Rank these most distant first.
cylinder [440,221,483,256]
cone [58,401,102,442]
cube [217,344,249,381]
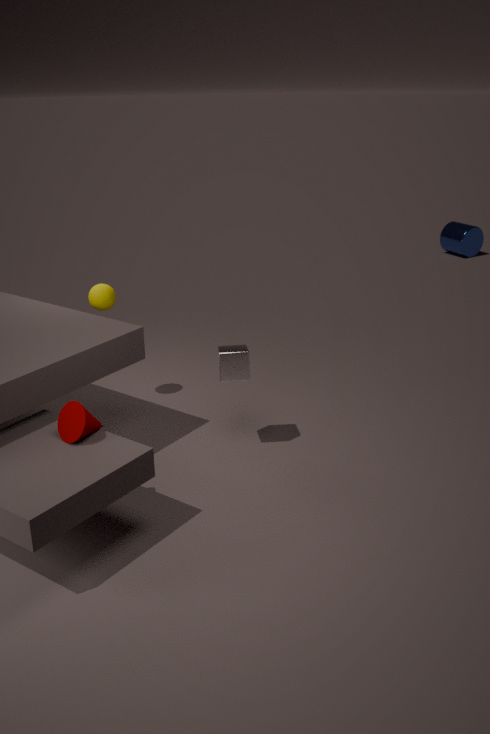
cylinder [440,221,483,256] < cube [217,344,249,381] < cone [58,401,102,442]
